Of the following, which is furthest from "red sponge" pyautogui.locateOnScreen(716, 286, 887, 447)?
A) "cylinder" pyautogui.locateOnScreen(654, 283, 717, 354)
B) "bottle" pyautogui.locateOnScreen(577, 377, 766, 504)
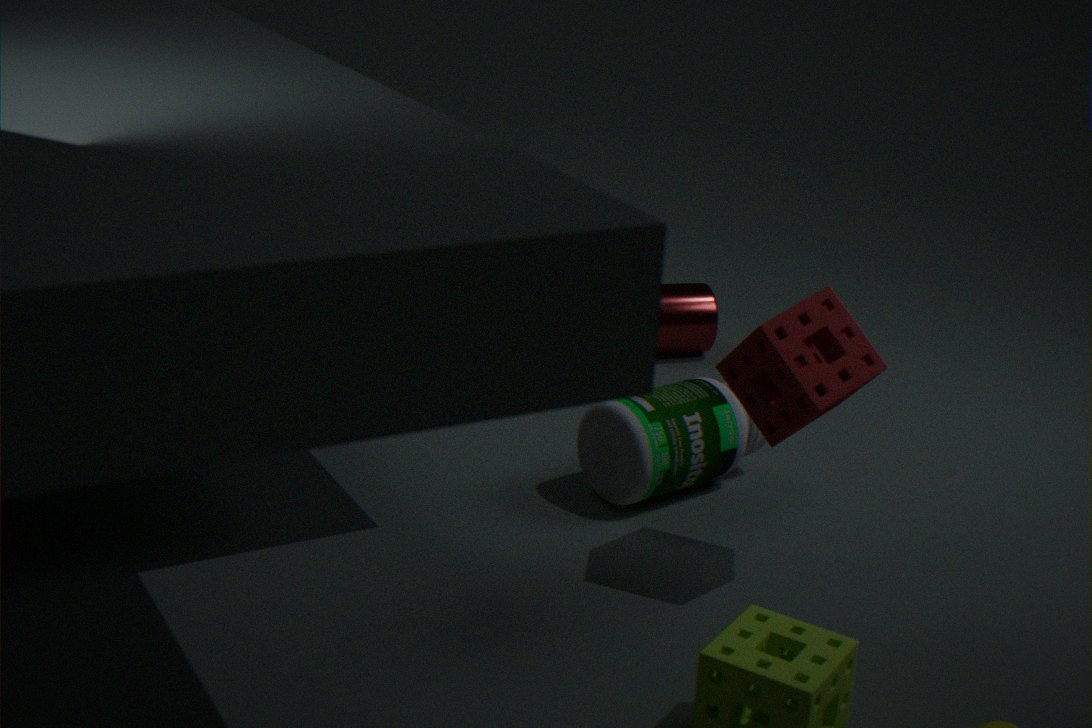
"cylinder" pyautogui.locateOnScreen(654, 283, 717, 354)
